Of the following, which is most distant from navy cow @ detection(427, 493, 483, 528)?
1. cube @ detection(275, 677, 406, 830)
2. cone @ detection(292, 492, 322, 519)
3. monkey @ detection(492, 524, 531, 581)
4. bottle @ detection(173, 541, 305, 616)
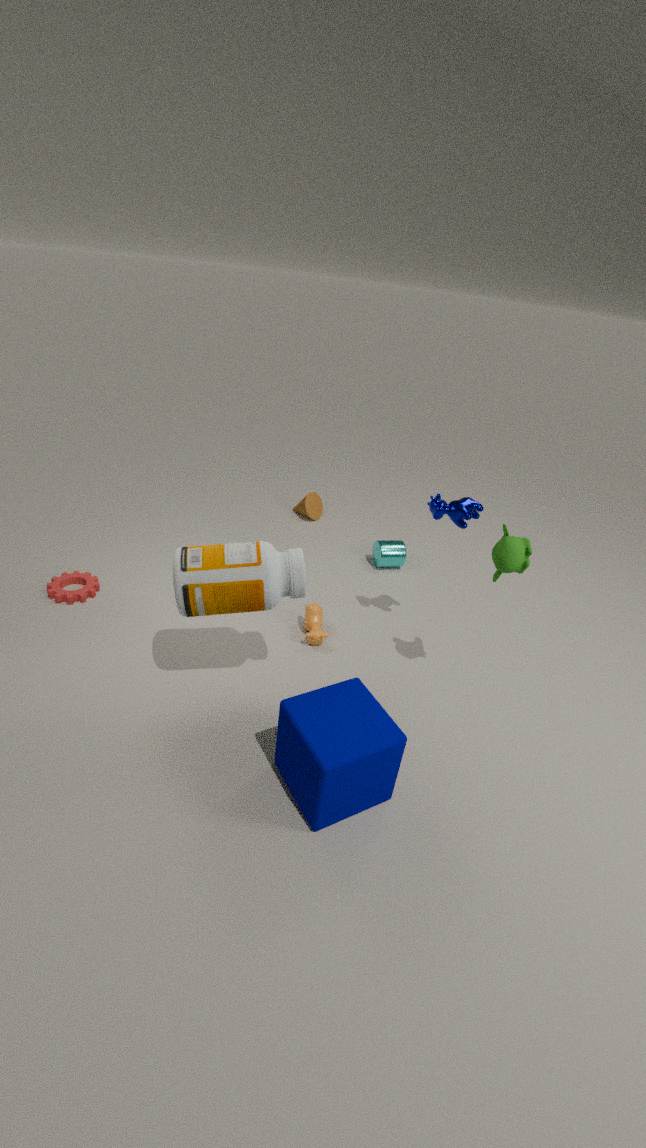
cone @ detection(292, 492, 322, 519)
